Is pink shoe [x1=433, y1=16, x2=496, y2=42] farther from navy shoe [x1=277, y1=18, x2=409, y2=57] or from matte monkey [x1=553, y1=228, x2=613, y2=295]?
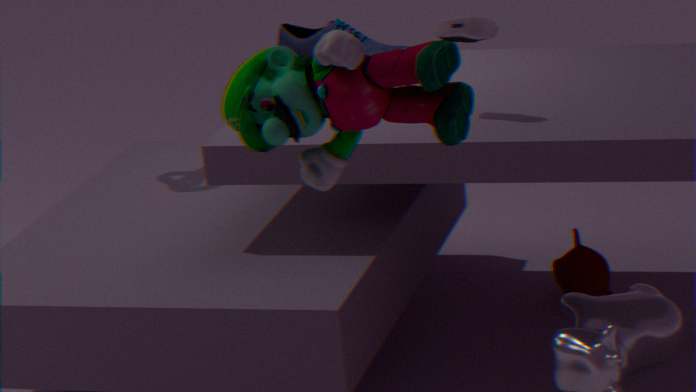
matte monkey [x1=553, y1=228, x2=613, y2=295]
